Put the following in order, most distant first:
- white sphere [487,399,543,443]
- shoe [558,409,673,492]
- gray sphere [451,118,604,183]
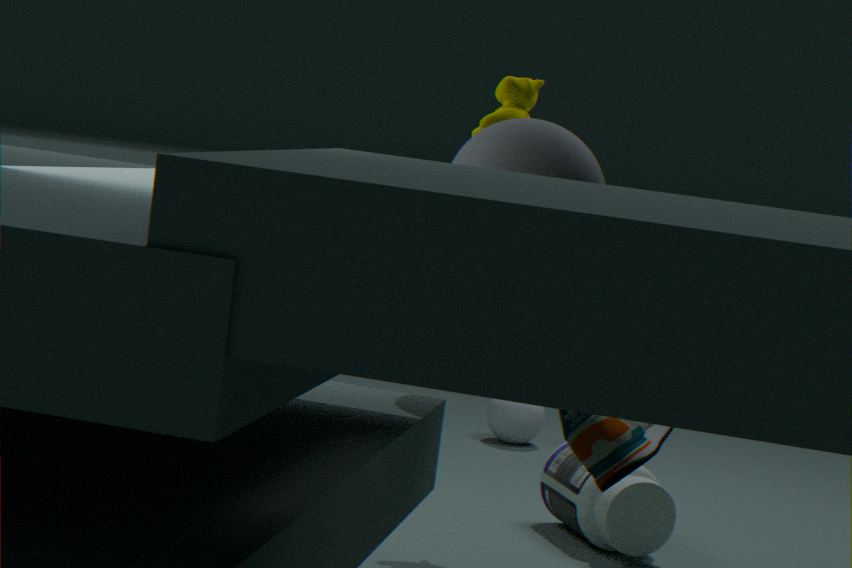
white sphere [487,399,543,443], gray sphere [451,118,604,183], shoe [558,409,673,492]
